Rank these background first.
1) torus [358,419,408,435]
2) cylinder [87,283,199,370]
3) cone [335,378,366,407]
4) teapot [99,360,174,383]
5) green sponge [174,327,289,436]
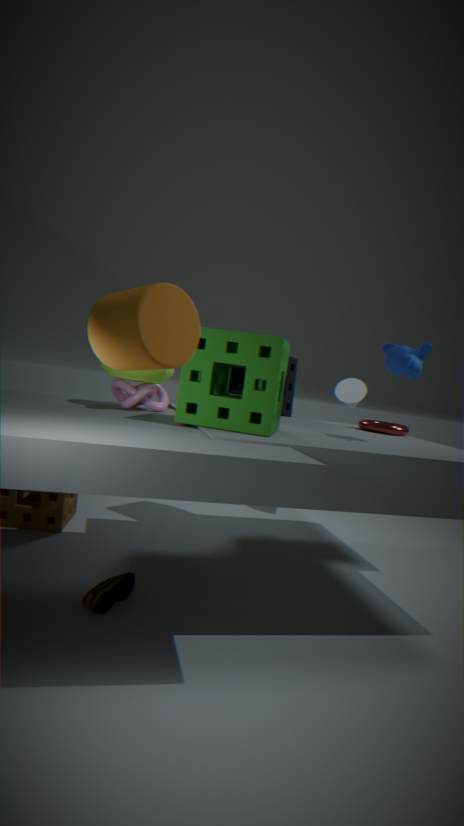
3. cone [335,378,366,407]
1. torus [358,419,408,435]
4. teapot [99,360,174,383]
5. green sponge [174,327,289,436]
2. cylinder [87,283,199,370]
